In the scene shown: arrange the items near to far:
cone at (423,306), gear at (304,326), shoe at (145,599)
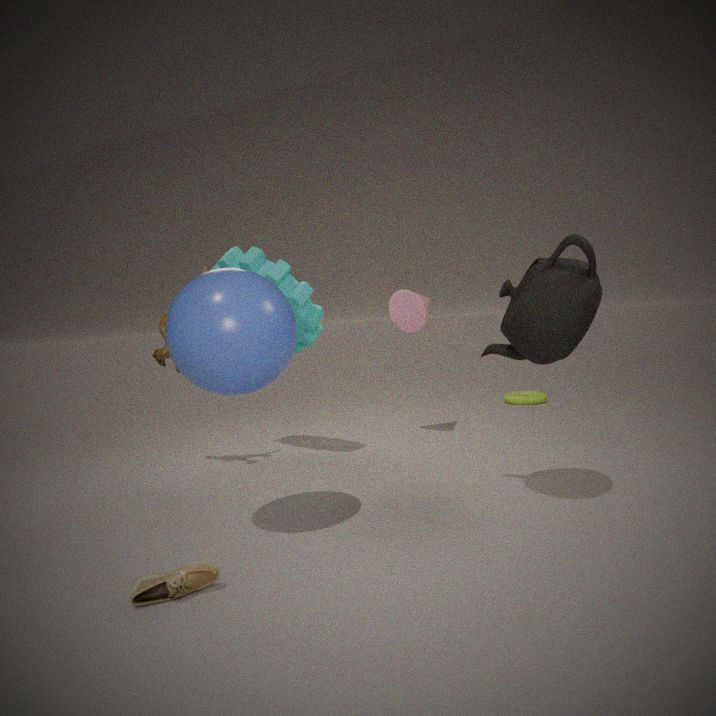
shoe at (145,599), gear at (304,326), cone at (423,306)
